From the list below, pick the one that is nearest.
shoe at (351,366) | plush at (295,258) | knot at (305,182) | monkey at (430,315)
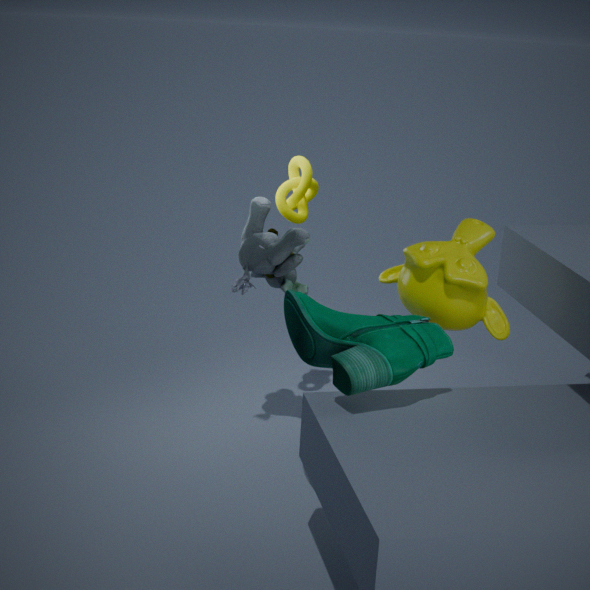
shoe at (351,366)
